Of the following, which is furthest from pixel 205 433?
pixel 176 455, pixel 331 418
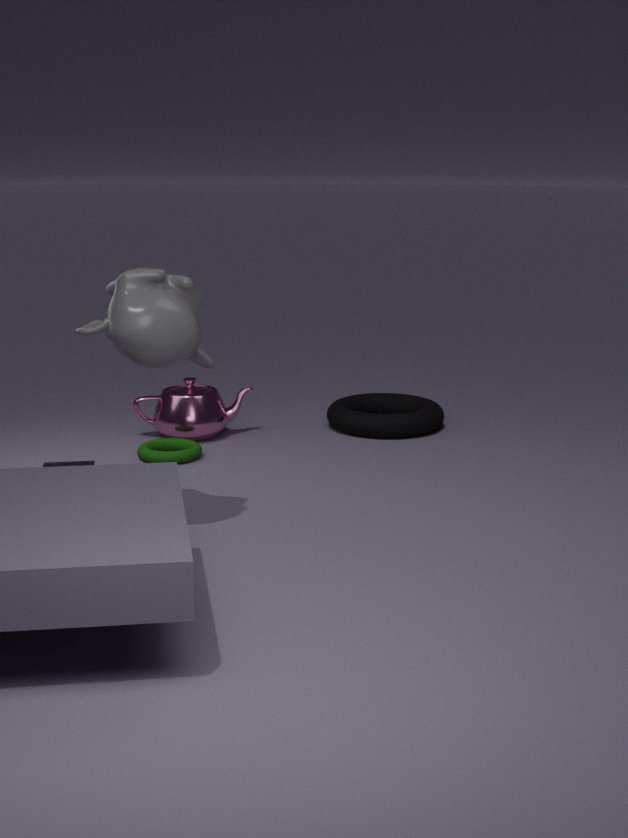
pixel 331 418
